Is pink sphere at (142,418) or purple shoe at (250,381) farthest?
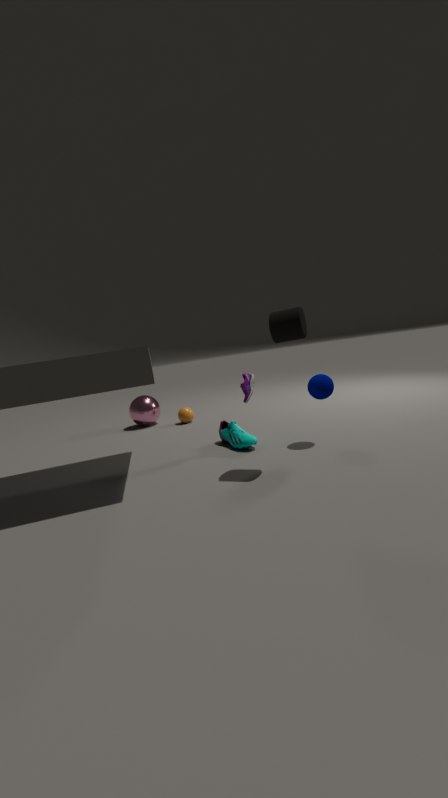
pink sphere at (142,418)
